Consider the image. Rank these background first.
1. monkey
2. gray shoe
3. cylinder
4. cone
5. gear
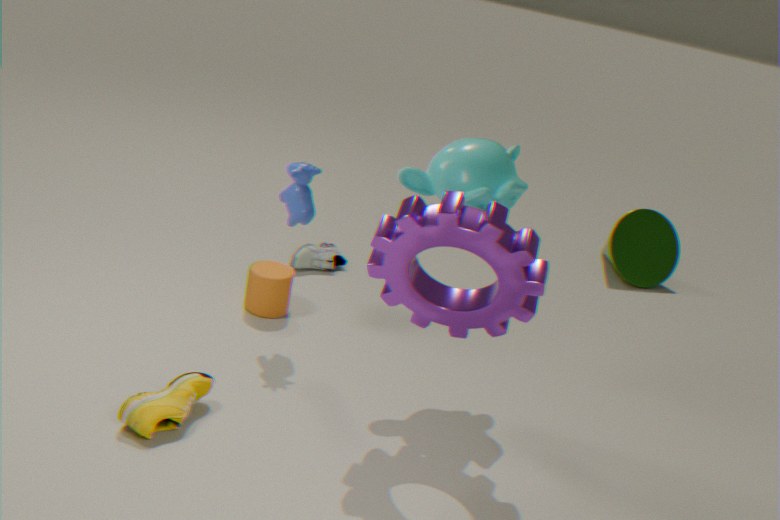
cone, gray shoe, cylinder, monkey, gear
